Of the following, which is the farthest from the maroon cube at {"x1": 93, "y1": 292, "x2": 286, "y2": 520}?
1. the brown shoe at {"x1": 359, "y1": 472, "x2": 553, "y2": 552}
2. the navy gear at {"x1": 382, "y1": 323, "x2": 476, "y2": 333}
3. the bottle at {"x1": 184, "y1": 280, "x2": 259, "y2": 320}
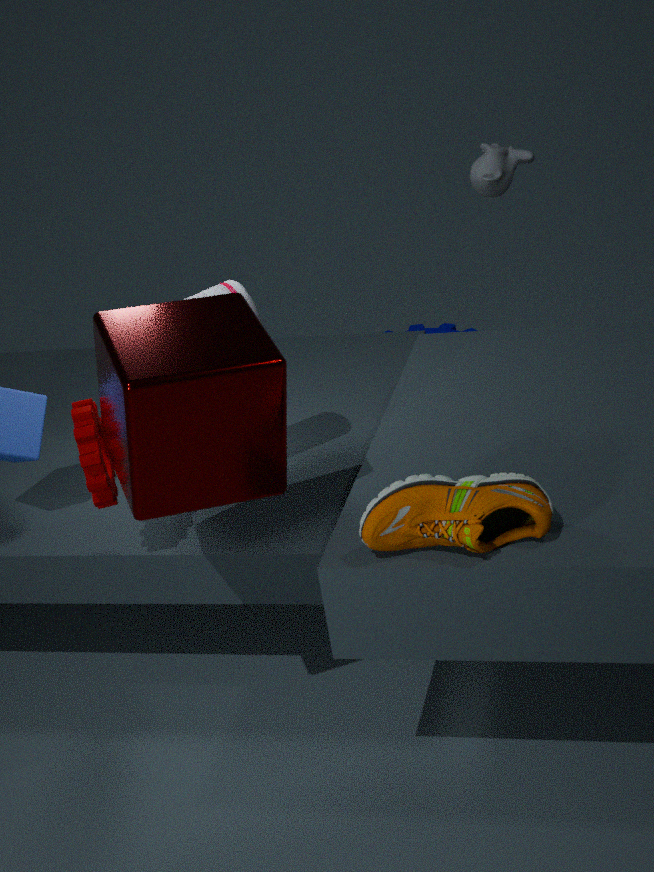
the navy gear at {"x1": 382, "y1": 323, "x2": 476, "y2": 333}
